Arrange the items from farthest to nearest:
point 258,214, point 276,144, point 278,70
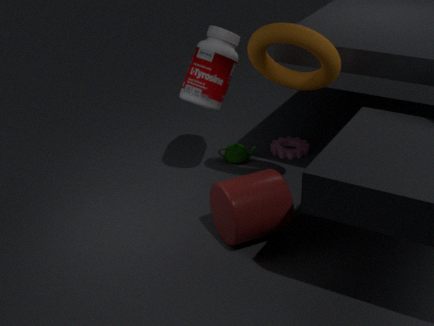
point 276,144 → point 278,70 → point 258,214
